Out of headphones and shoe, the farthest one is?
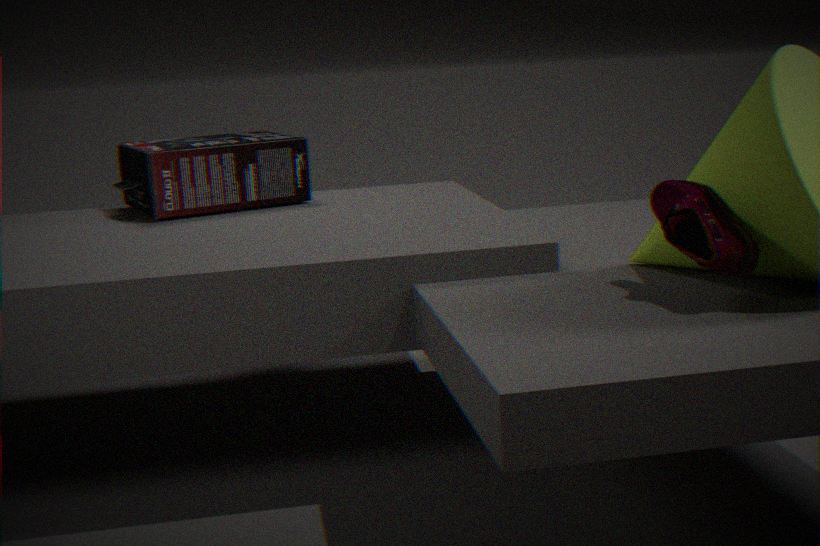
headphones
